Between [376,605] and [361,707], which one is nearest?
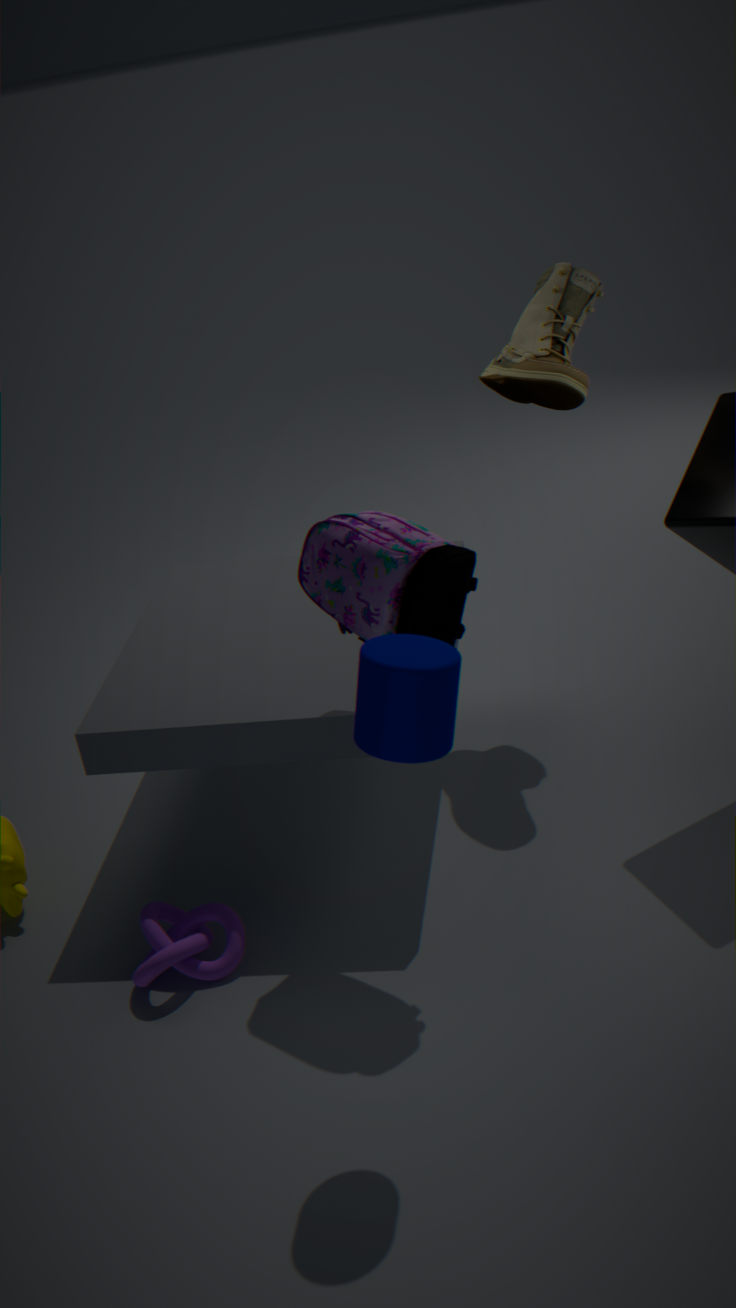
[361,707]
